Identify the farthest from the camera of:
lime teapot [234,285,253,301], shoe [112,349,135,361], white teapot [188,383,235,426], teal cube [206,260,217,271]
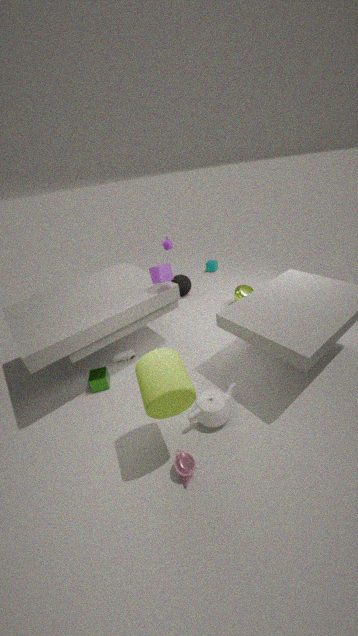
teal cube [206,260,217,271]
